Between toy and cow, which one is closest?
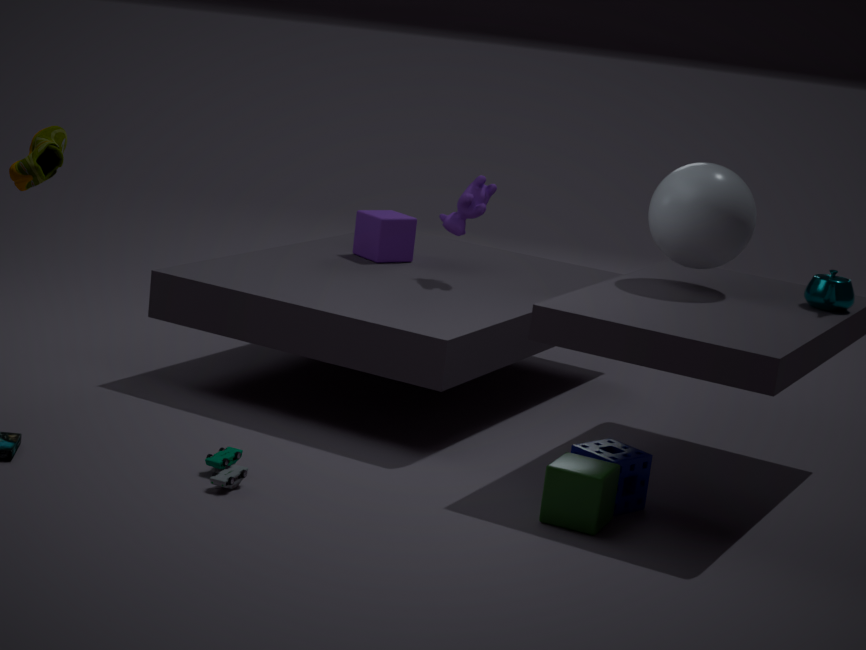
toy
